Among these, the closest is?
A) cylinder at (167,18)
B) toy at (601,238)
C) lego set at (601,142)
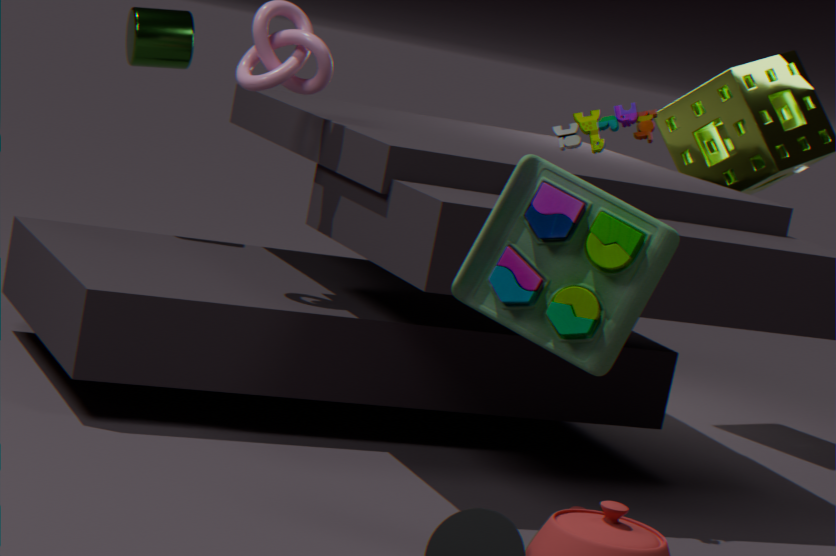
toy at (601,238)
